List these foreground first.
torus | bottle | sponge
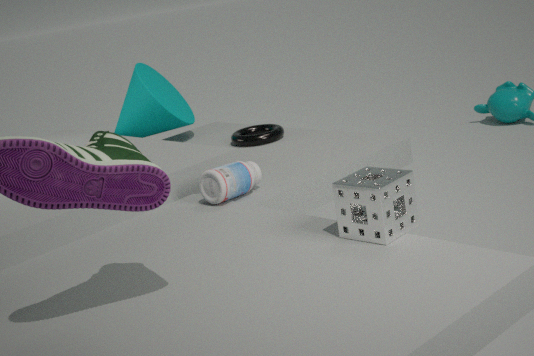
sponge
bottle
torus
